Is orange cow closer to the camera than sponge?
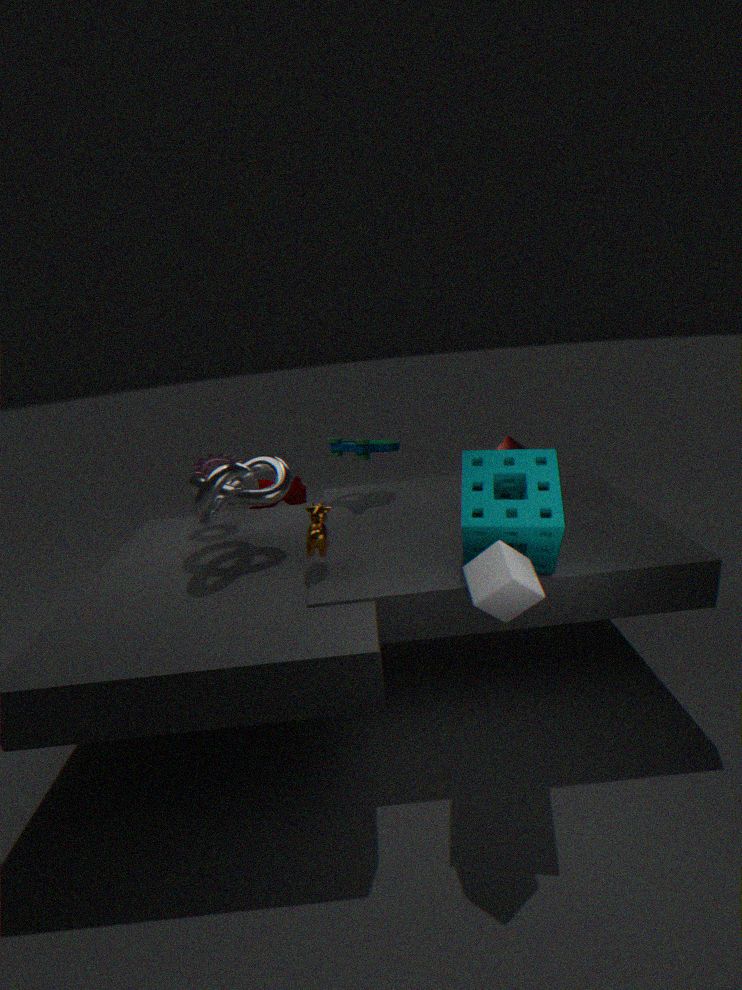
No
